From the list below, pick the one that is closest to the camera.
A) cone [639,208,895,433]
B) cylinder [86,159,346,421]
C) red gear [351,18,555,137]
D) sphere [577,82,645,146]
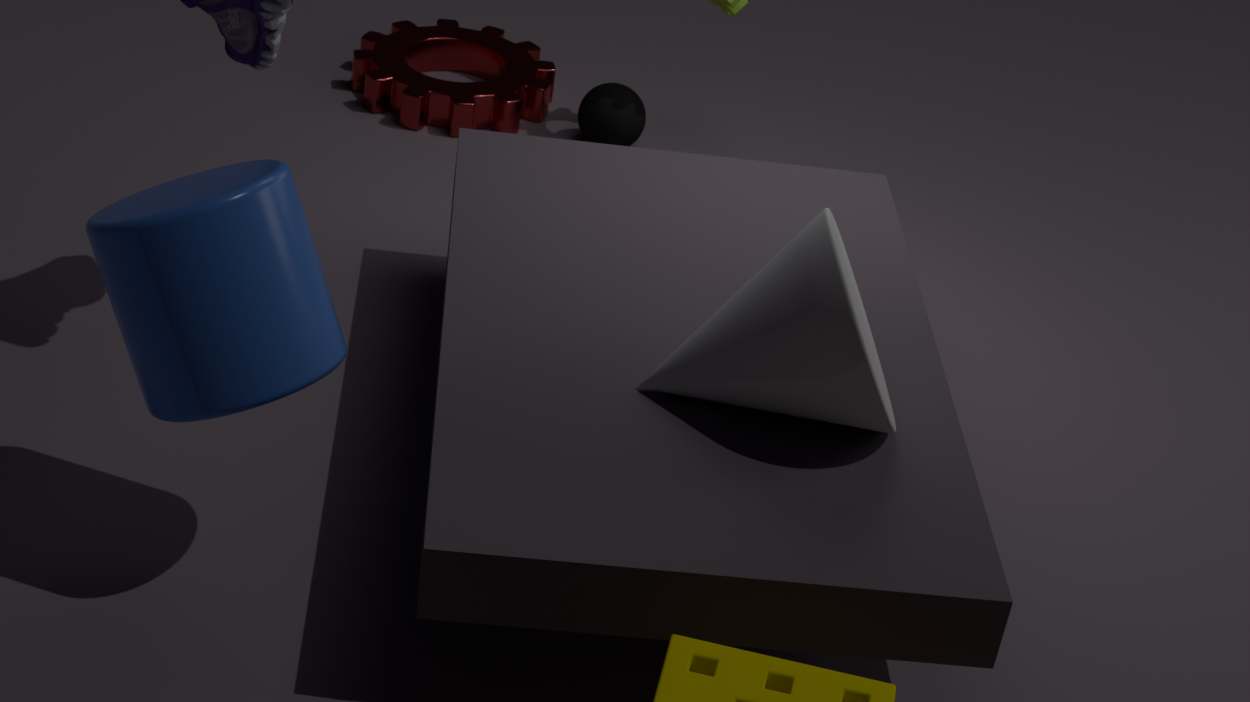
cylinder [86,159,346,421]
